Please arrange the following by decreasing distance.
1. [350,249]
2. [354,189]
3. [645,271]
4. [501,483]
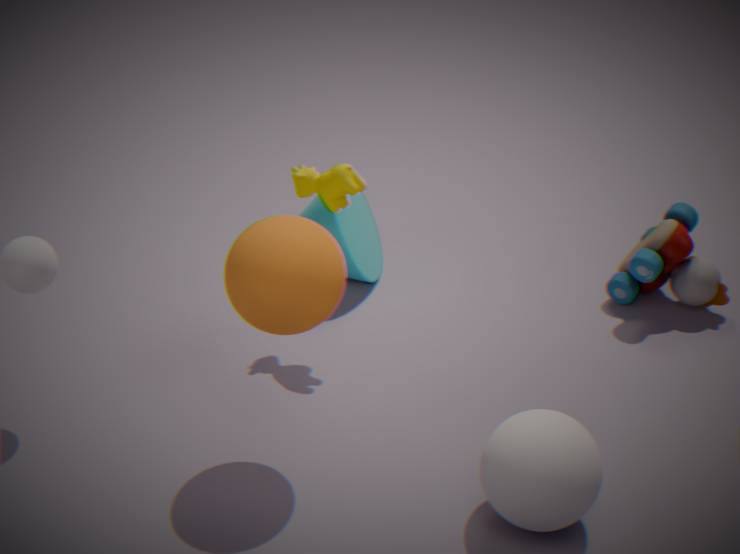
1. [350,249]
2. [645,271]
3. [354,189]
4. [501,483]
